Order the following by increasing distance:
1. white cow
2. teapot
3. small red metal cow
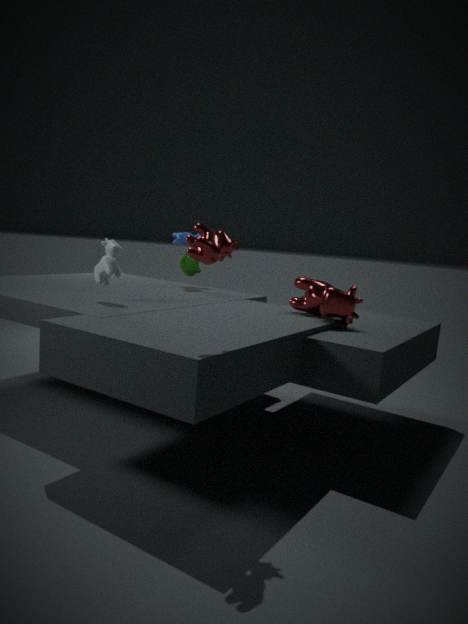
small red metal cow → white cow → teapot
